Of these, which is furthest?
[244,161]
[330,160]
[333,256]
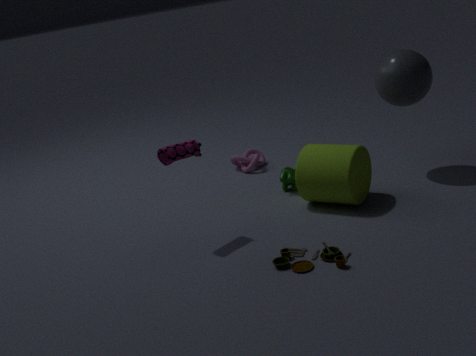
[244,161]
